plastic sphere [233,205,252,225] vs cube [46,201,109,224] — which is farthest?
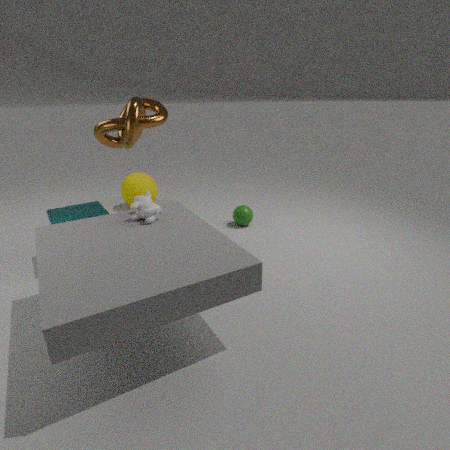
plastic sphere [233,205,252,225]
